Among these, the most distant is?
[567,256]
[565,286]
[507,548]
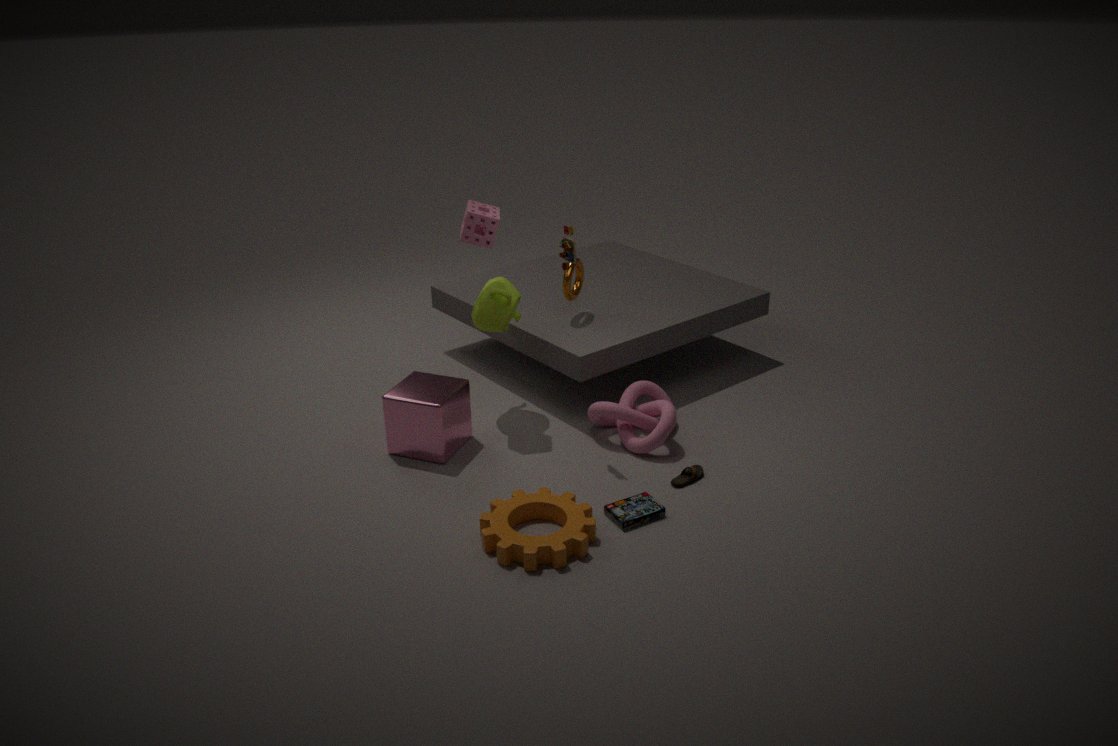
[565,286]
